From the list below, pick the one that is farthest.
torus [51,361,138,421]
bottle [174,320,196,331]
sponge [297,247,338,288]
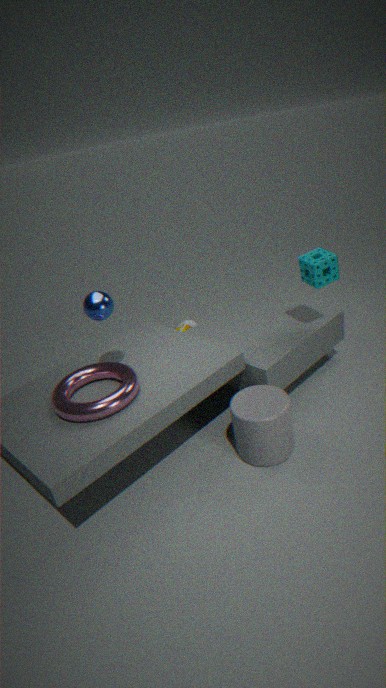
bottle [174,320,196,331]
